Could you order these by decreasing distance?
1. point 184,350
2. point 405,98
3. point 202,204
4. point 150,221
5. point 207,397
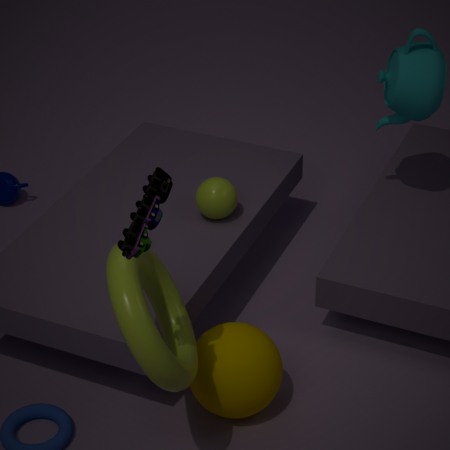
point 202,204, point 405,98, point 207,397, point 184,350, point 150,221
